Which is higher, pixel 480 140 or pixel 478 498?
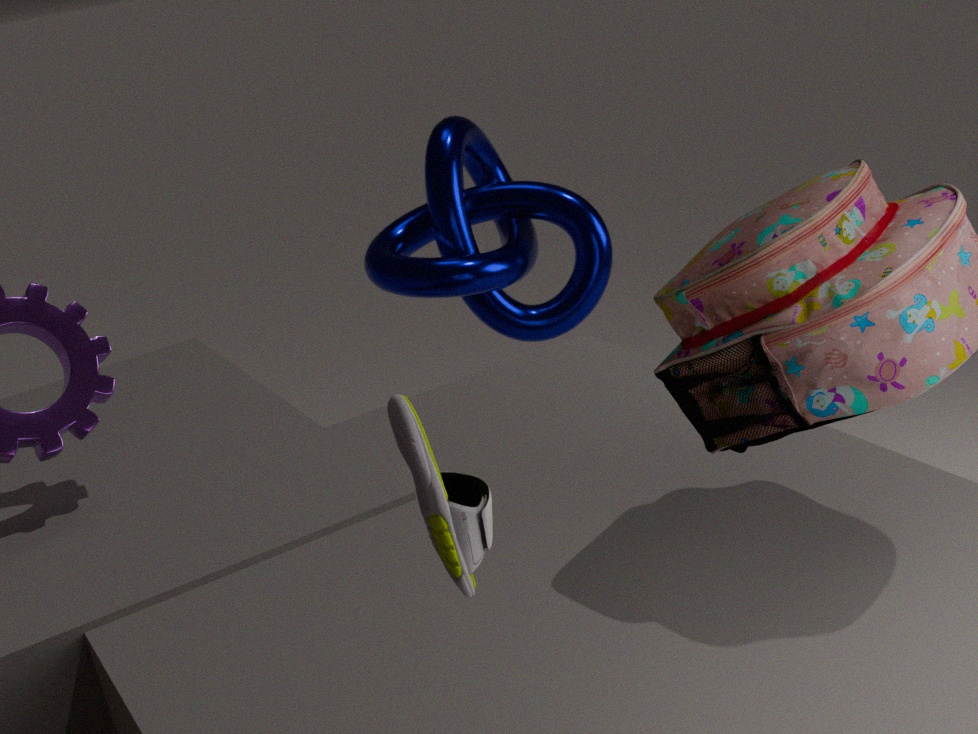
pixel 478 498
